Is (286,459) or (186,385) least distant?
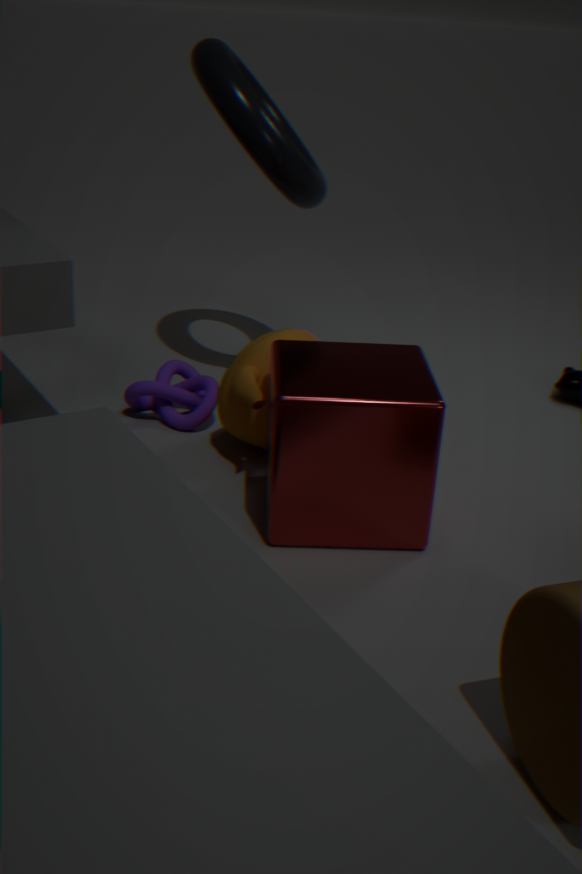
(286,459)
